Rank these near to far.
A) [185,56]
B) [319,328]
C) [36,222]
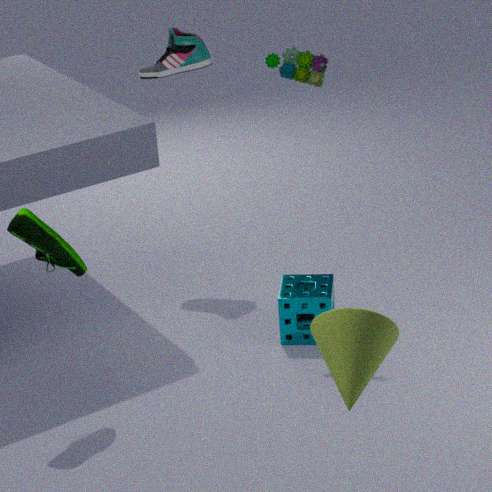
1. [319,328]
2. [36,222]
3. [185,56]
